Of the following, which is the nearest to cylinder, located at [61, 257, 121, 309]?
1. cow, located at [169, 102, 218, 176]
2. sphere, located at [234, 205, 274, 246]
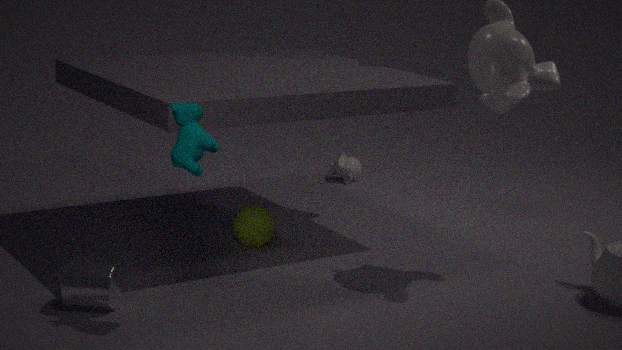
cow, located at [169, 102, 218, 176]
